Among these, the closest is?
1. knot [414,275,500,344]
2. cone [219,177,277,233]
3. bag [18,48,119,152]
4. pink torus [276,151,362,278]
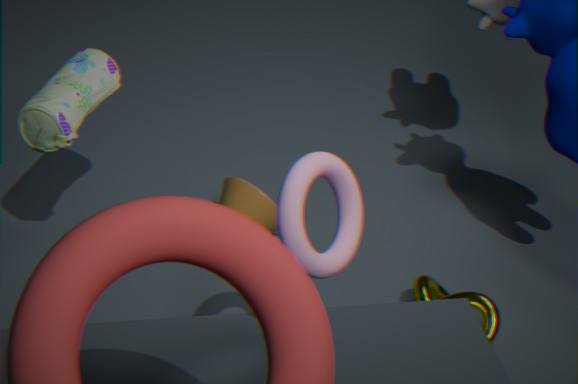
pink torus [276,151,362,278]
